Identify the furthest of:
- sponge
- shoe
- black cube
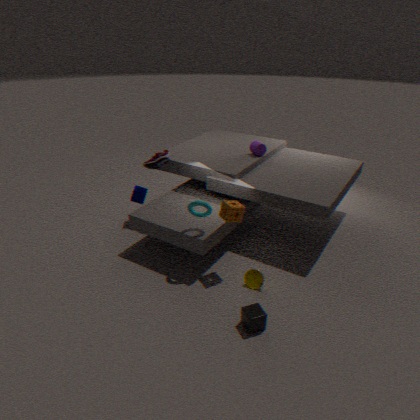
shoe
